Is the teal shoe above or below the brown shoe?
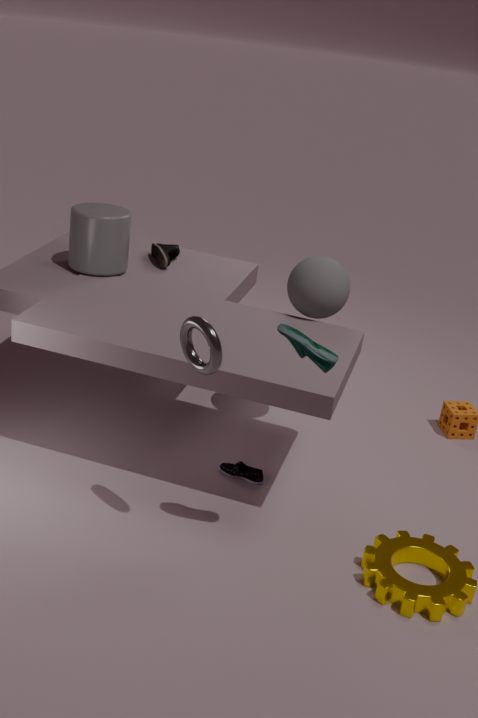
above
